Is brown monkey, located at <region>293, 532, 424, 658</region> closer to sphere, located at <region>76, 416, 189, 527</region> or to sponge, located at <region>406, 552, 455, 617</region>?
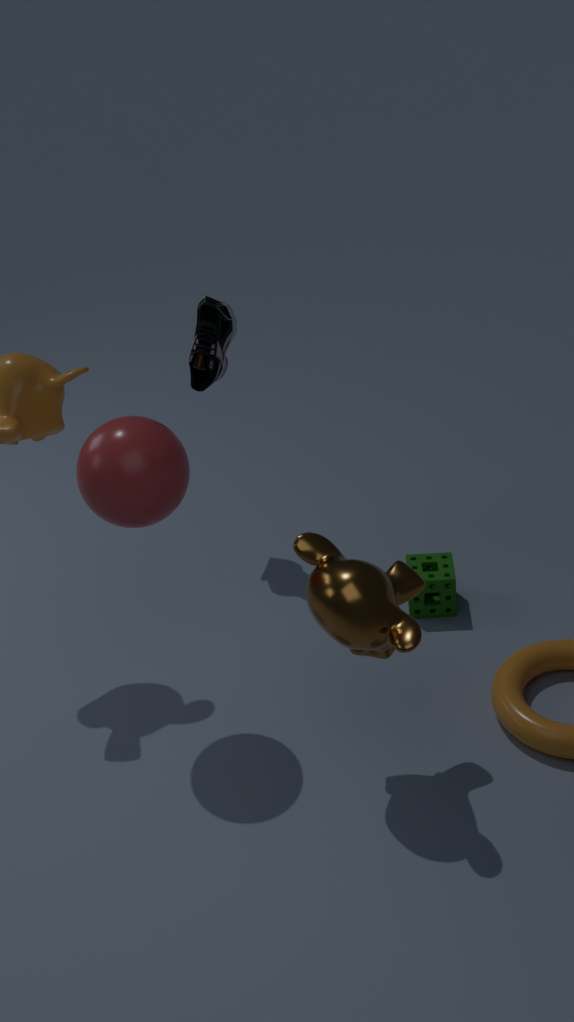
sphere, located at <region>76, 416, 189, 527</region>
